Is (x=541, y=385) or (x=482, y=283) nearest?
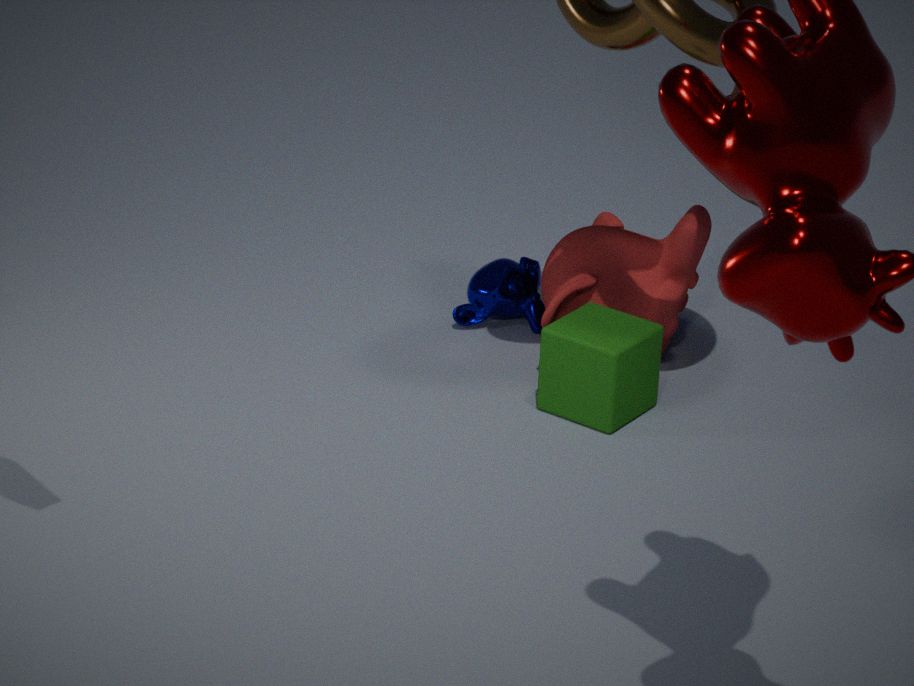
(x=541, y=385)
